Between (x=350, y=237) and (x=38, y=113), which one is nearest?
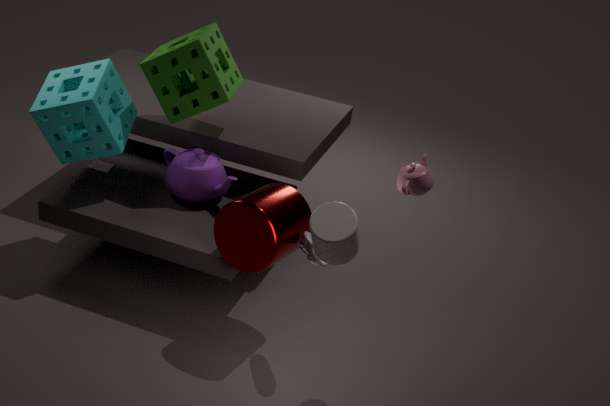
(x=350, y=237)
